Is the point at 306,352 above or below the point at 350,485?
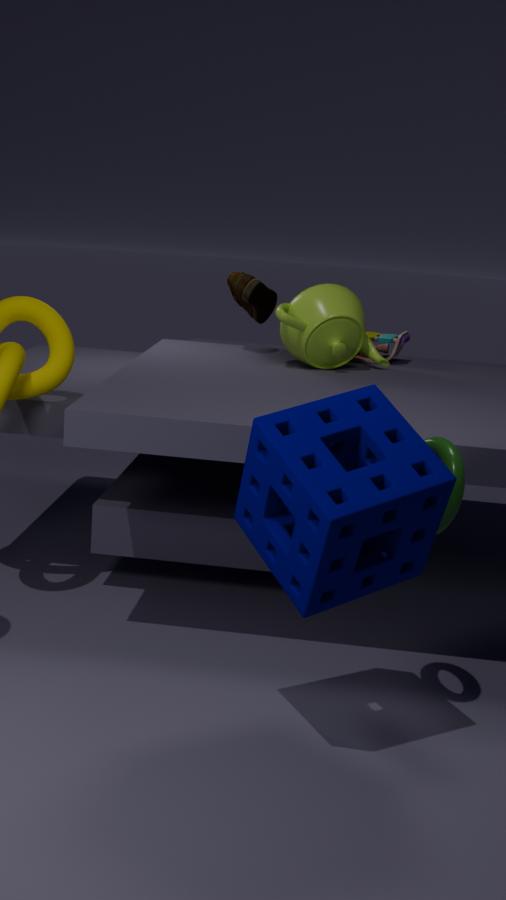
above
